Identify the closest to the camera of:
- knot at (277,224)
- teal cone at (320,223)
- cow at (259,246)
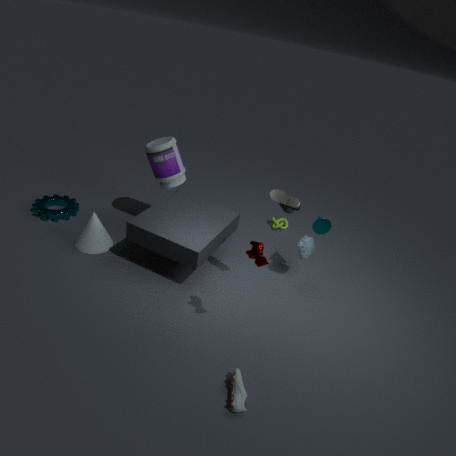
cow at (259,246)
